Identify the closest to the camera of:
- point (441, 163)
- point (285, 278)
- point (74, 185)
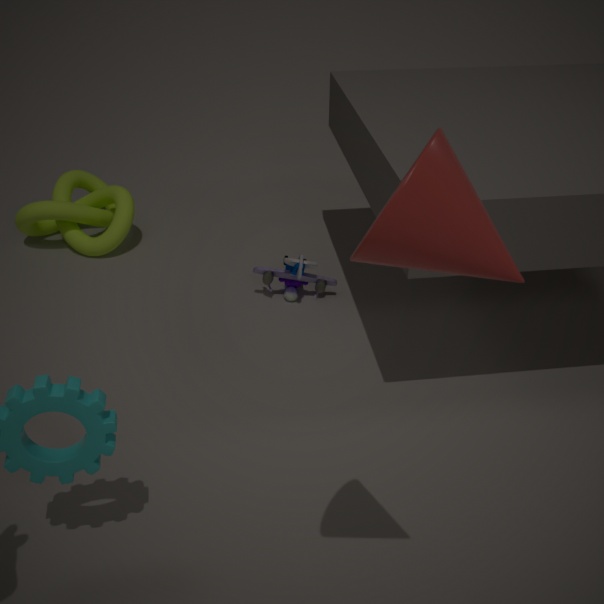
point (441, 163)
